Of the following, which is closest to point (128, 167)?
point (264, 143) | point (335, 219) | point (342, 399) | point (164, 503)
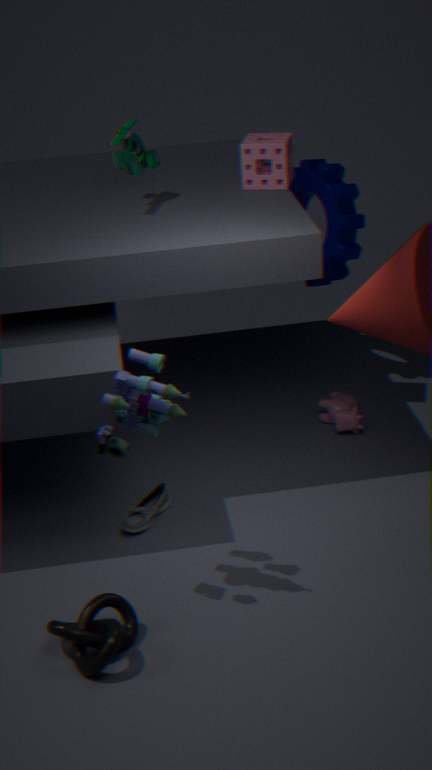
point (264, 143)
